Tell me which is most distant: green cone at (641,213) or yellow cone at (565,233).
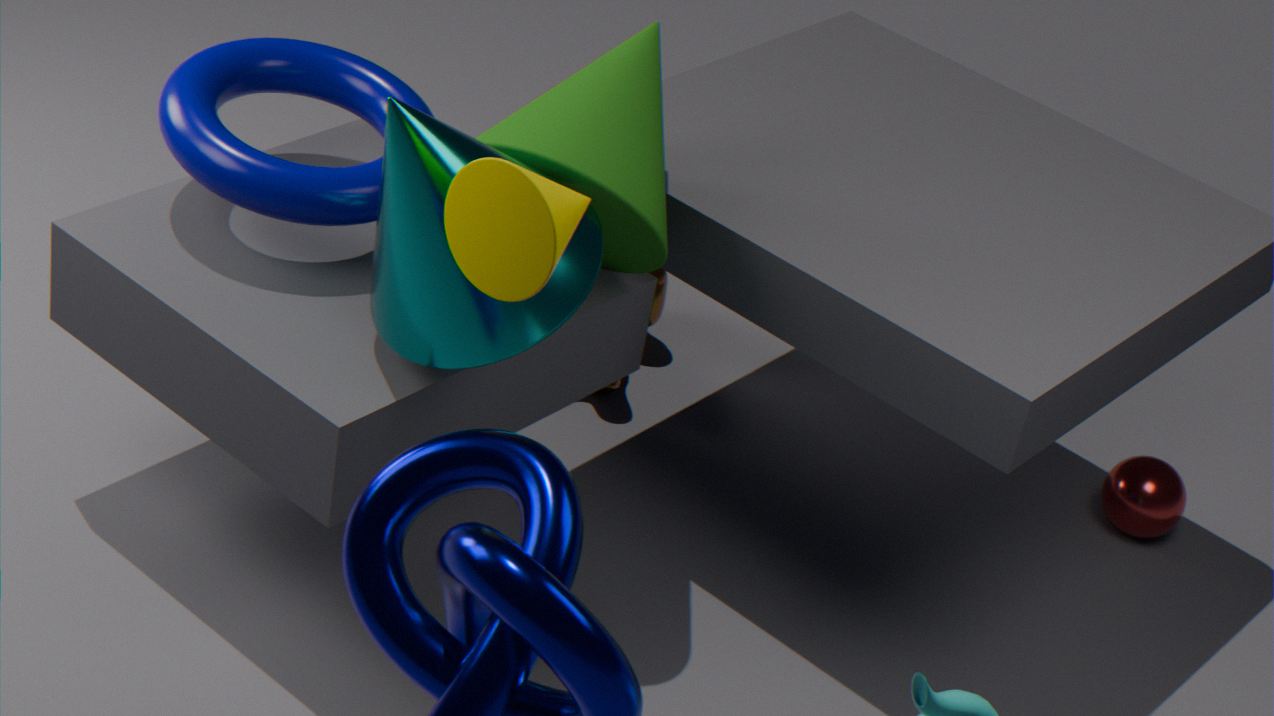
green cone at (641,213)
